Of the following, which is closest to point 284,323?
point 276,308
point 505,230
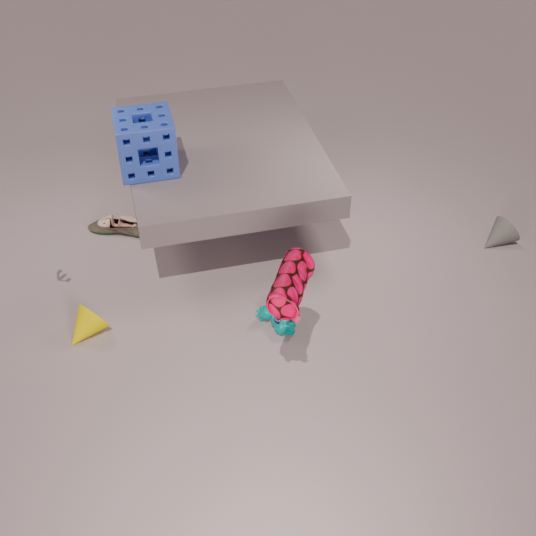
point 276,308
